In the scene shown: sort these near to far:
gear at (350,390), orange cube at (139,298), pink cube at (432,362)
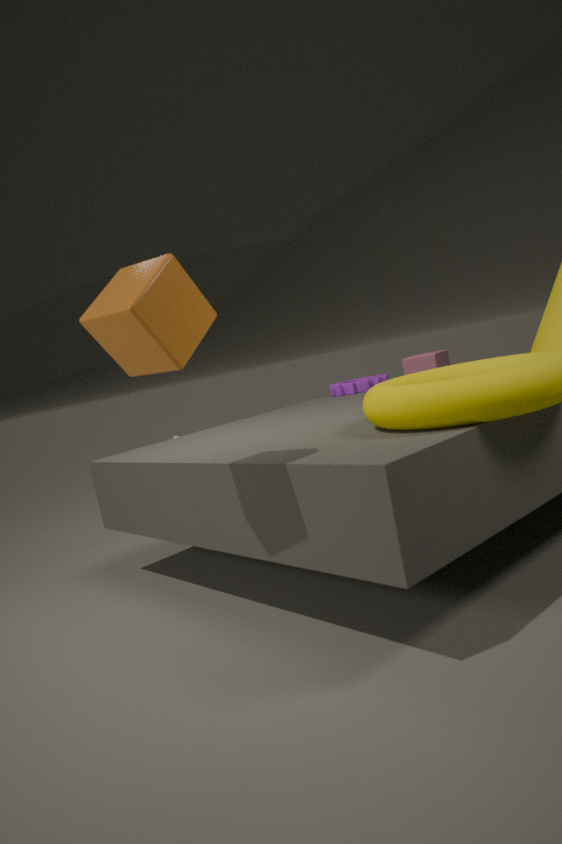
orange cube at (139,298) < gear at (350,390) < pink cube at (432,362)
